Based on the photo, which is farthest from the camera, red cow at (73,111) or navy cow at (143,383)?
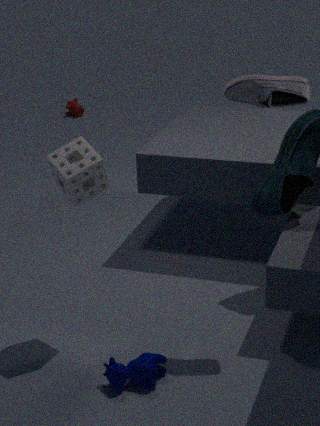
red cow at (73,111)
